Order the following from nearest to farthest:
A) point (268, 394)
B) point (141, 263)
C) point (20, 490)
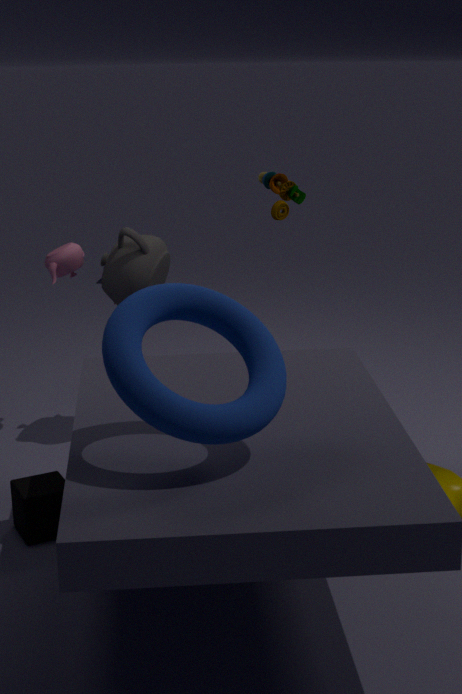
point (268, 394)
point (20, 490)
point (141, 263)
